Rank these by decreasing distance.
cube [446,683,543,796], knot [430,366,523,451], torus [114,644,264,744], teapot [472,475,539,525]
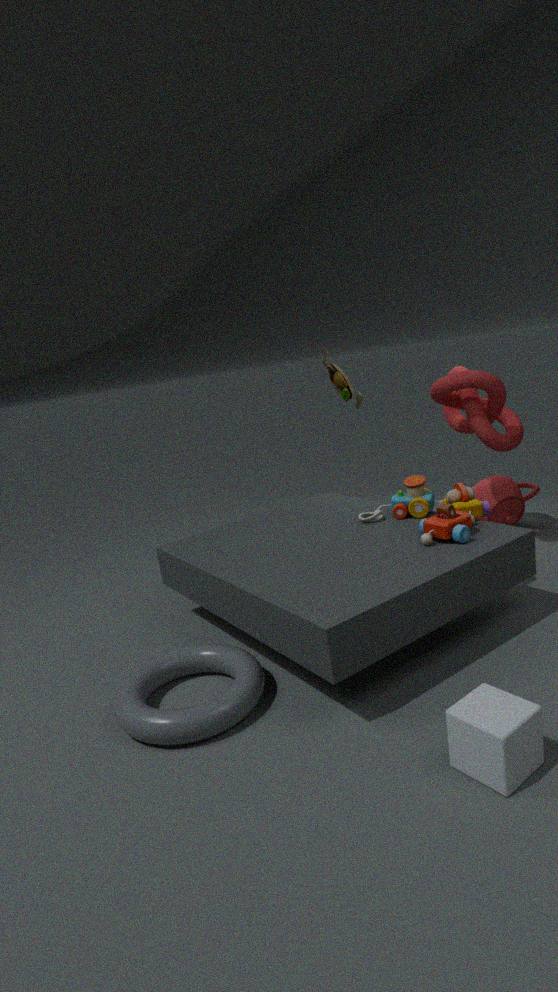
teapot [472,475,539,525] < knot [430,366,523,451] < torus [114,644,264,744] < cube [446,683,543,796]
